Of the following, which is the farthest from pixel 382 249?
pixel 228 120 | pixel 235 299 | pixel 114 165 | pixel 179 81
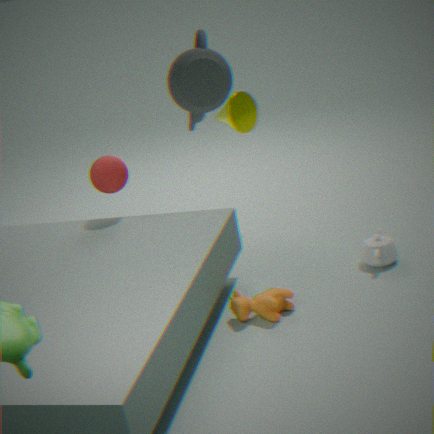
pixel 179 81
